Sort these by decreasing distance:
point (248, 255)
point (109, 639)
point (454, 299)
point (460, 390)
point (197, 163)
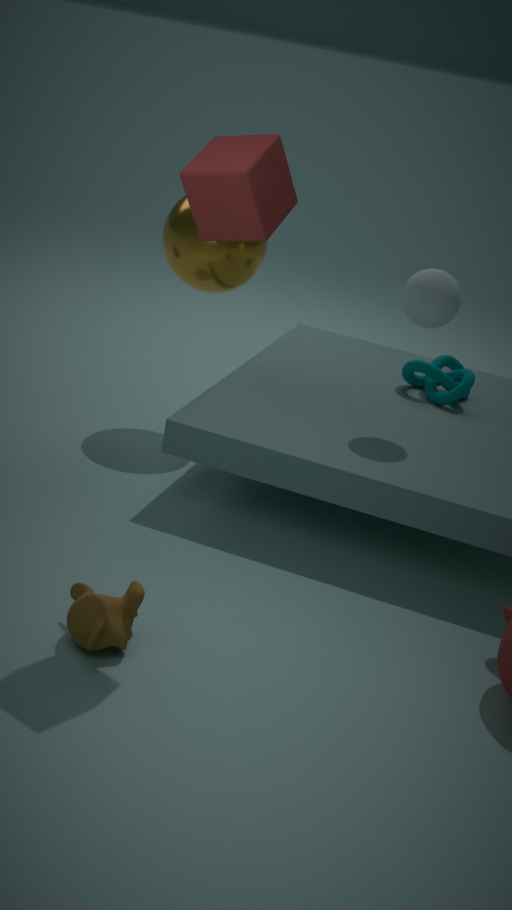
point (460, 390)
point (248, 255)
point (454, 299)
point (109, 639)
point (197, 163)
